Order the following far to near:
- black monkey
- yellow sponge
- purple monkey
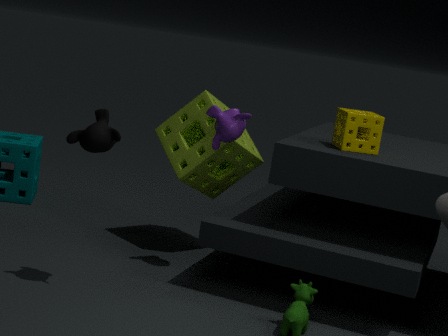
1. purple monkey
2. yellow sponge
3. black monkey
